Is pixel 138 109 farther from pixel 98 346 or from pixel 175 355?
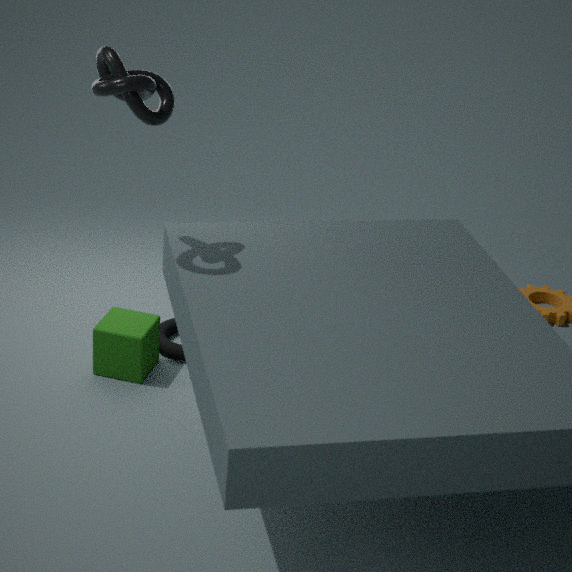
pixel 175 355
